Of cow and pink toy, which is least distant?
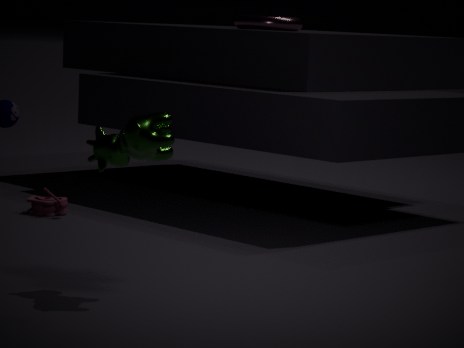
cow
